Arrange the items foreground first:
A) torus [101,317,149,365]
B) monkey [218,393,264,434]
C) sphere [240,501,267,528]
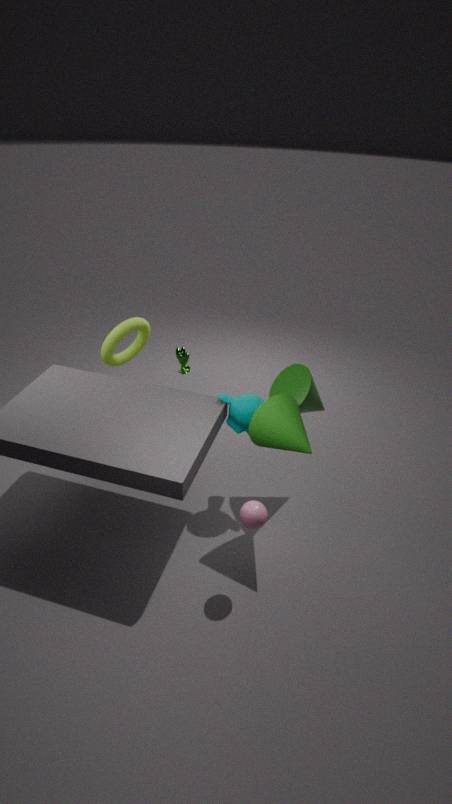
sphere [240,501,267,528] → monkey [218,393,264,434] → torus [101,317,149,365]
